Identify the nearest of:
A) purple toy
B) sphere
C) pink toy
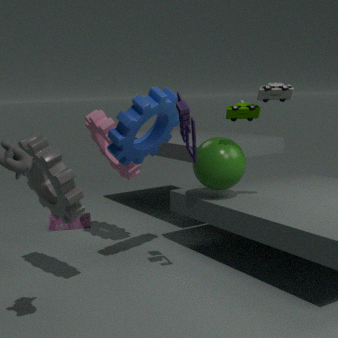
purple toy
